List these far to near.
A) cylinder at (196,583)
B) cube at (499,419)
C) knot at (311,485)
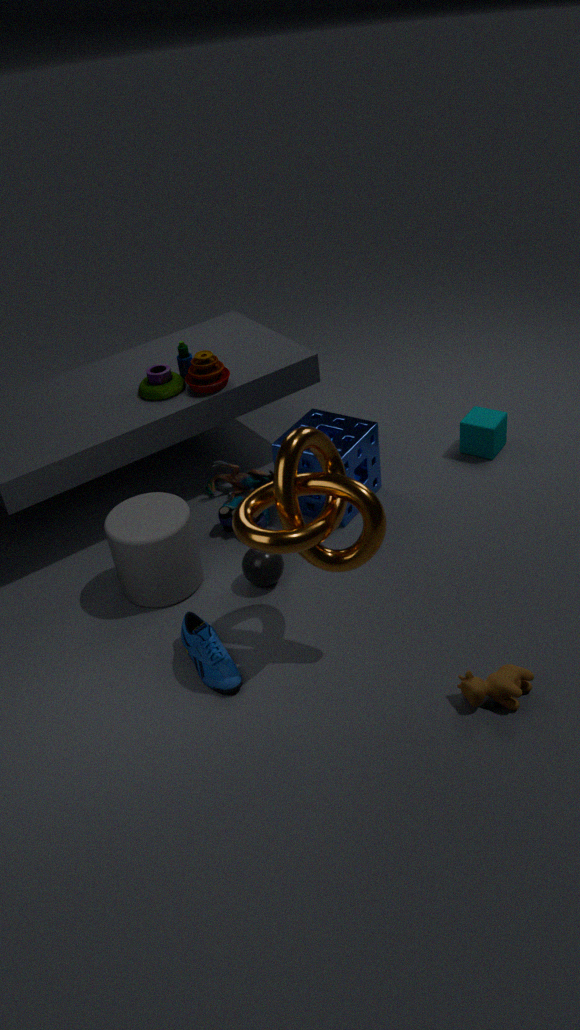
1. cube at (499,419)
2. cylinder at (196,583)
3. knot at (311,485)
